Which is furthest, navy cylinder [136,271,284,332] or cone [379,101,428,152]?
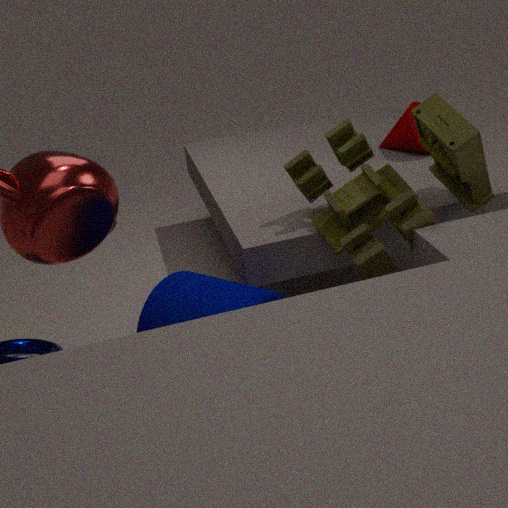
cone [379,101,428,152]
